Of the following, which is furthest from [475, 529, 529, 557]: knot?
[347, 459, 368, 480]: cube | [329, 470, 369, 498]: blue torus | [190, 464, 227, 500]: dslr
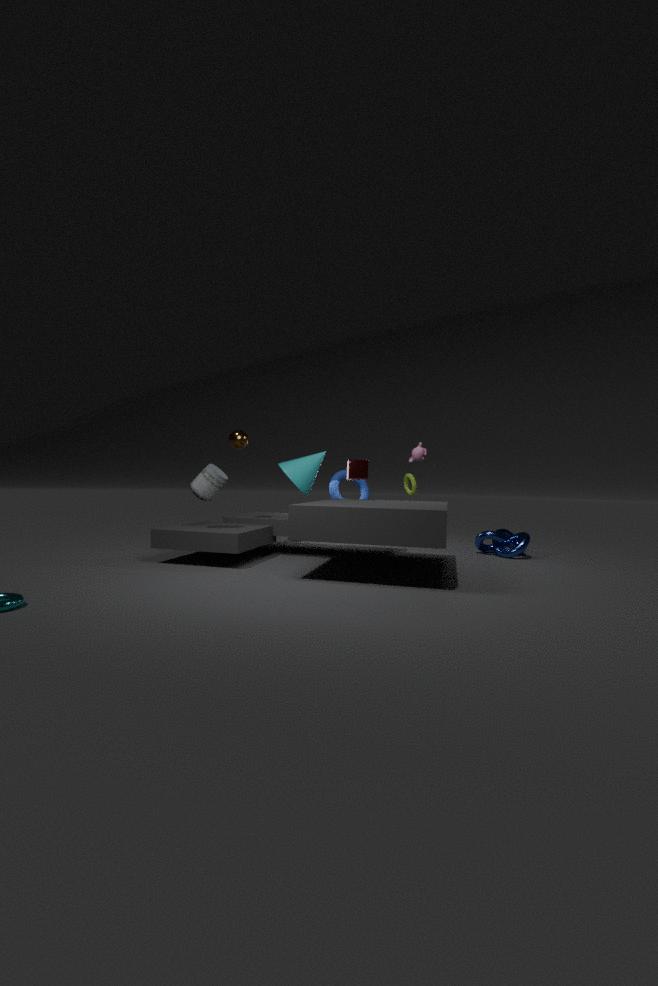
[190, 464, 227, 500]: dslr
